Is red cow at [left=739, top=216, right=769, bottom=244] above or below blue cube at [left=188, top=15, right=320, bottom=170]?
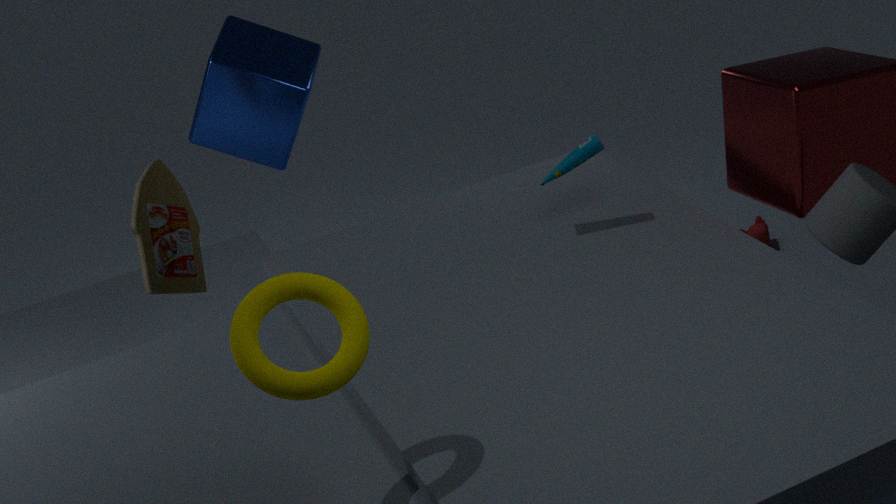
below
